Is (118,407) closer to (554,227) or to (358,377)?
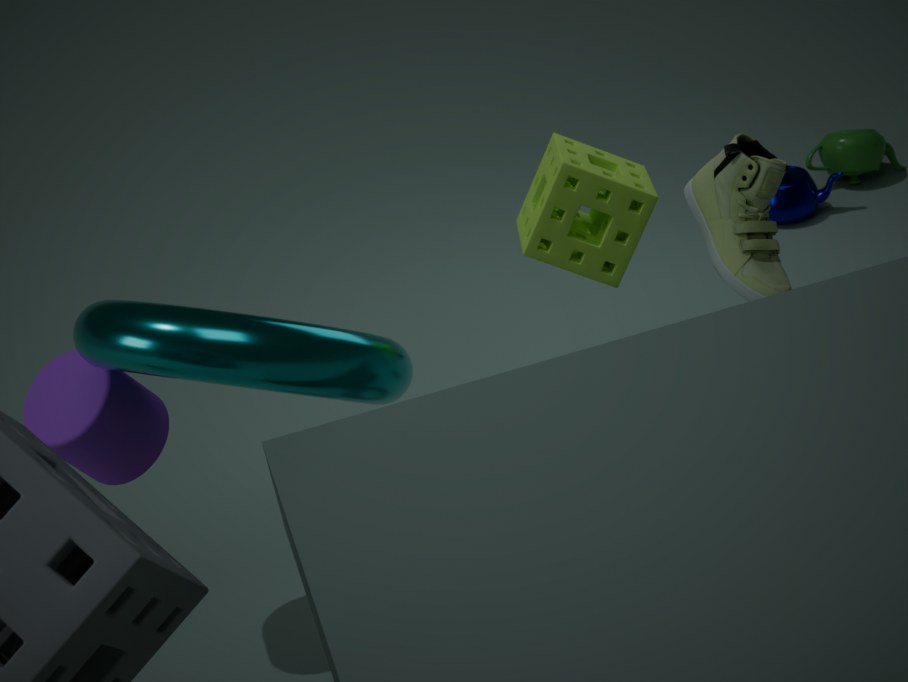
(358,377)
